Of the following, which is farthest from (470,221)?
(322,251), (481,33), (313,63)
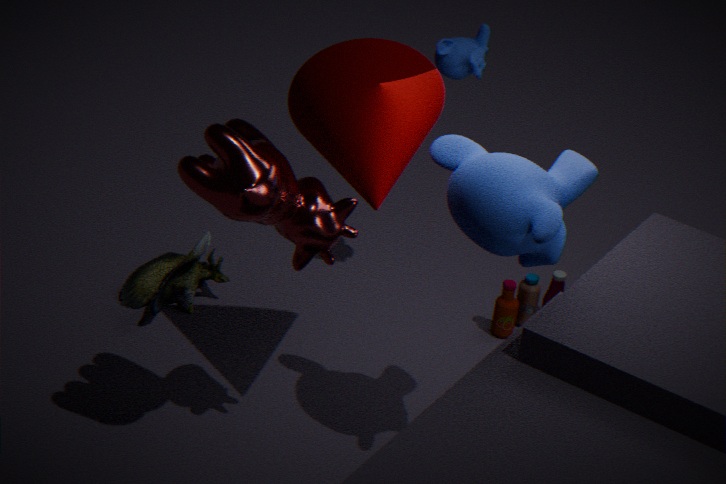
(481,33)
